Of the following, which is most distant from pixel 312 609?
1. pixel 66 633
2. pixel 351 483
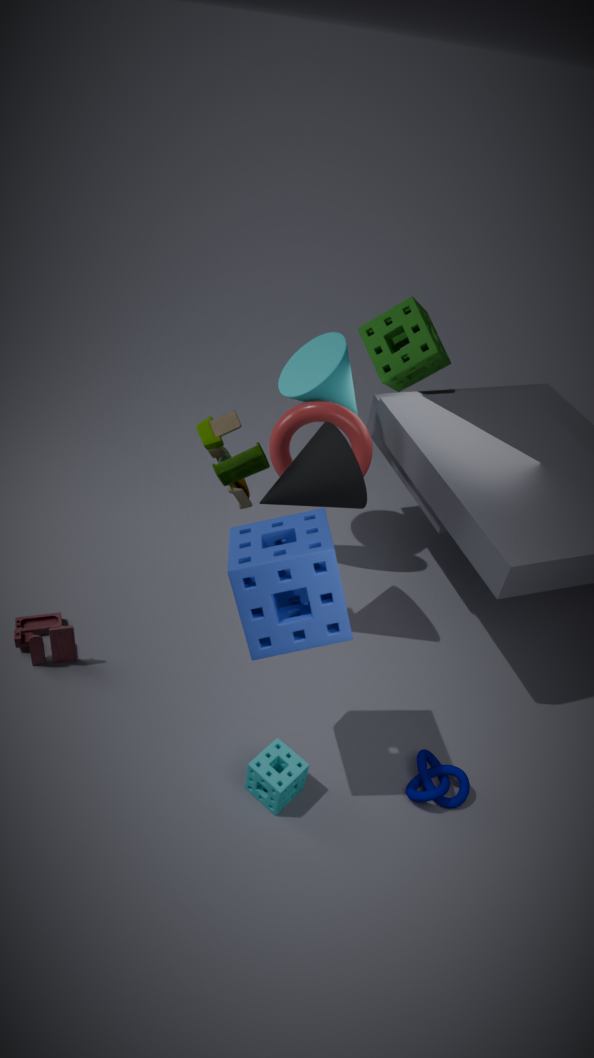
pixel 66 633
